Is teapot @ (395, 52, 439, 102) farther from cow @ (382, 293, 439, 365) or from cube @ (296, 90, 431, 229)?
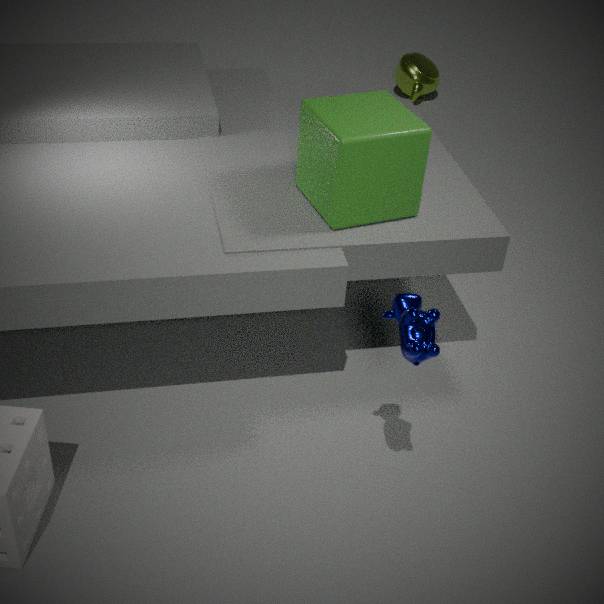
cow @ (382, 293, 439, 365)
